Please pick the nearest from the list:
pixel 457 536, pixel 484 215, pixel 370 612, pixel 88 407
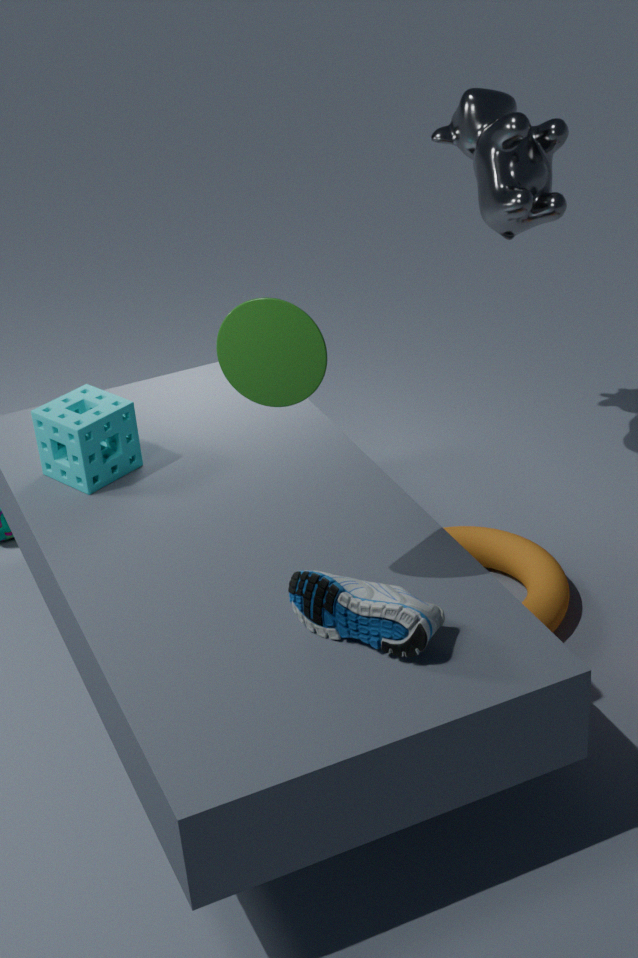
pixel 370 612
